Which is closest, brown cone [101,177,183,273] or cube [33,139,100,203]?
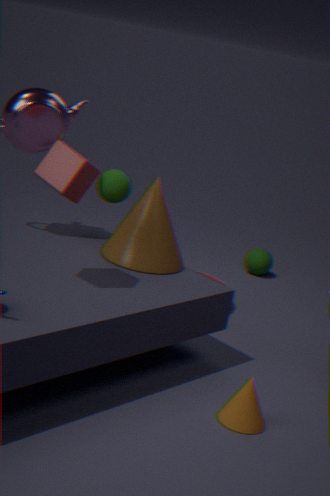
cube [33,139,100,203]
